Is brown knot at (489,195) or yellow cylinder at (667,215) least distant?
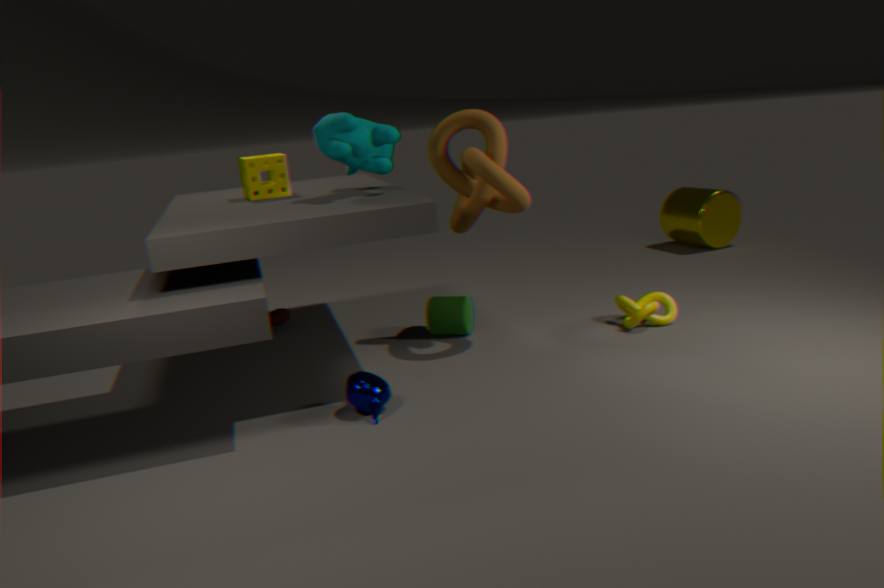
brown knot at (489,195)
